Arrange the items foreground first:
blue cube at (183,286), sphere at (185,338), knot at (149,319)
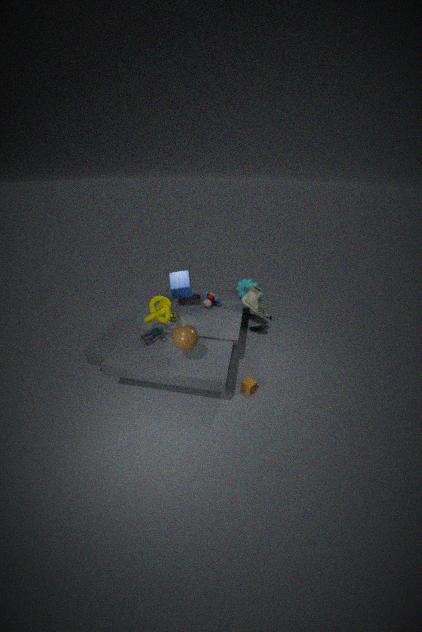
1. sphere at (185,338)
2. knot at (149,319)
3. blue cube at (183,286)
